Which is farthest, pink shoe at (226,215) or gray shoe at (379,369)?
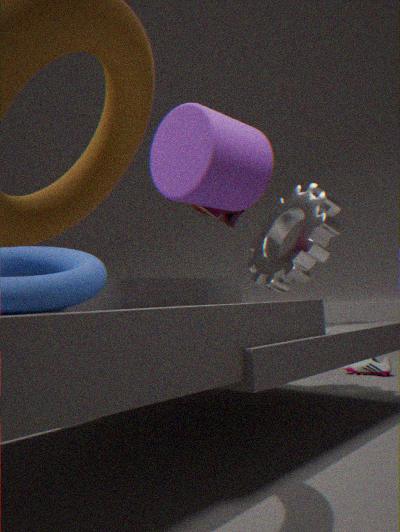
gray shoe at (379,369)
